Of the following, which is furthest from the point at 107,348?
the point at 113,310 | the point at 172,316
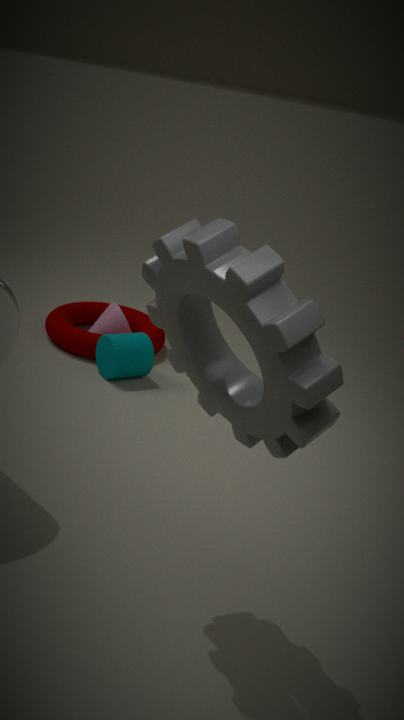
the point at 172,316
